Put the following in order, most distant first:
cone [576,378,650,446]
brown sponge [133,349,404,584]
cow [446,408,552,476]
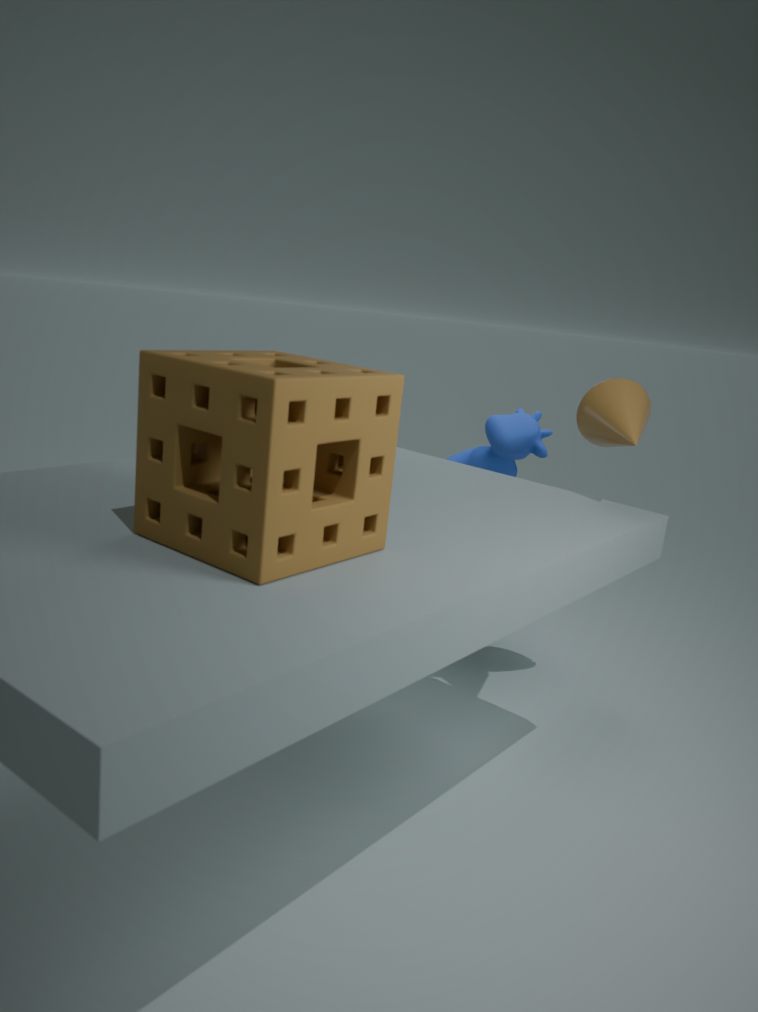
cow [446,408,552,476], cone [576,378,650,446], brown sponge [133,349,404,584]
